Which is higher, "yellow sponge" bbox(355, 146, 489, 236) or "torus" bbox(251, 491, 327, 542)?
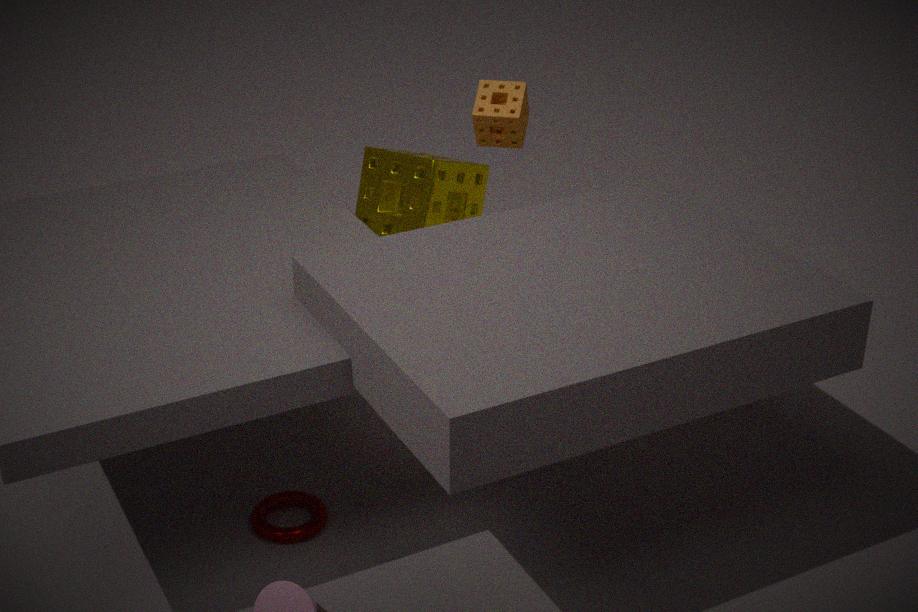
"yellow sponge" bbox(355, 146, 489, 236)
